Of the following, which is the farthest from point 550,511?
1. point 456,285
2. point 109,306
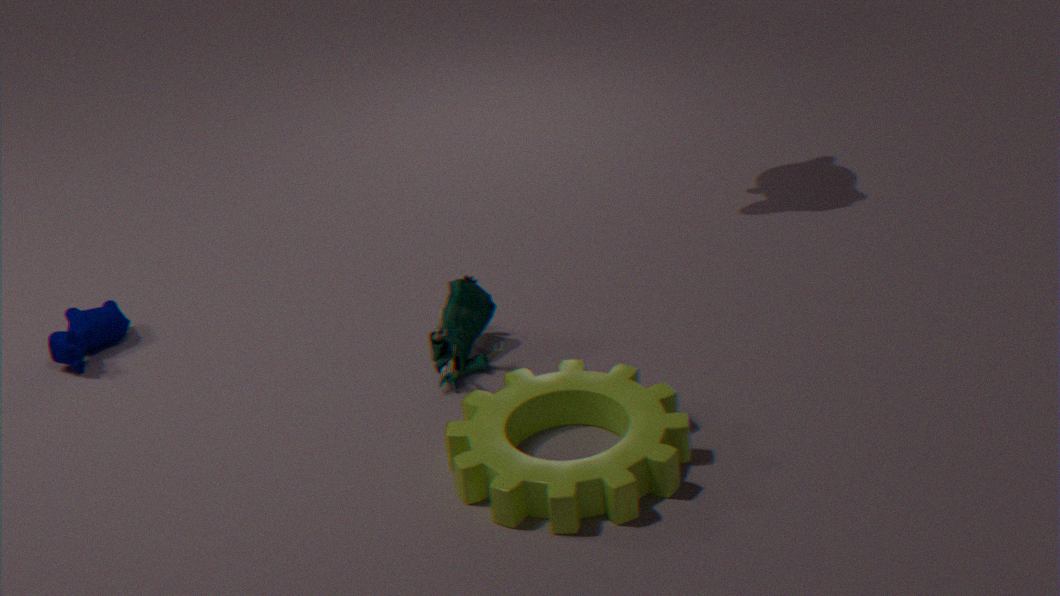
point 109,306
